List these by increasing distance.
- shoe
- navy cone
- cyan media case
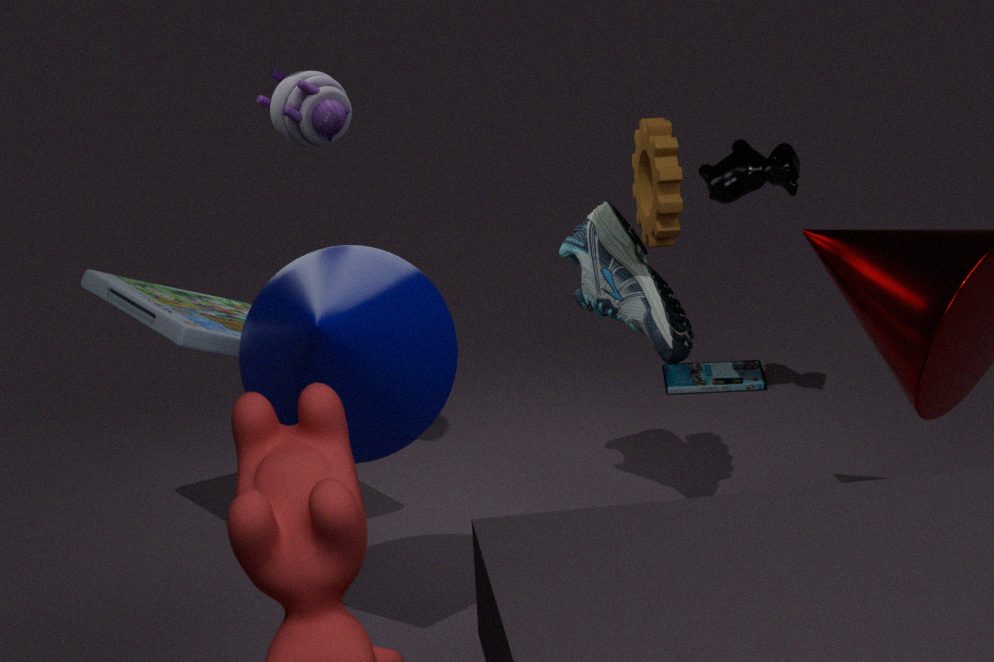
navy cone
shoe
cyan media case
